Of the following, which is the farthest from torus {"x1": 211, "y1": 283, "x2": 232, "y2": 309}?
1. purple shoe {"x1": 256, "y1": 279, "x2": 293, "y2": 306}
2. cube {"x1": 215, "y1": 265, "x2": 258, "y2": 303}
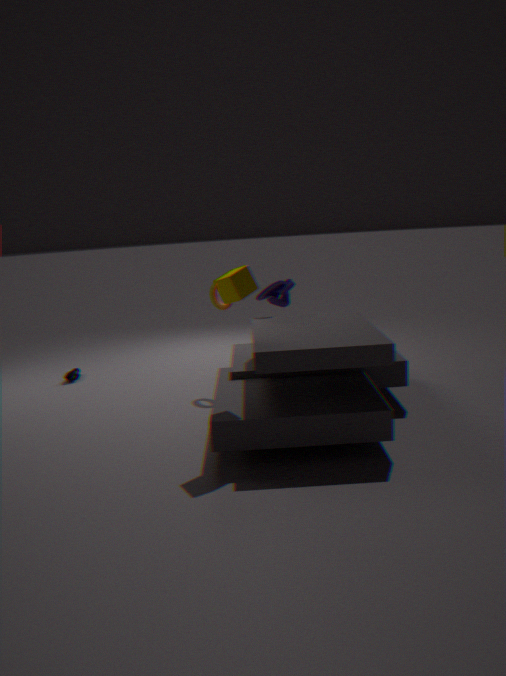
cube {"x1": 215, "y1": 265, "x2": 258, "y2": 303}
